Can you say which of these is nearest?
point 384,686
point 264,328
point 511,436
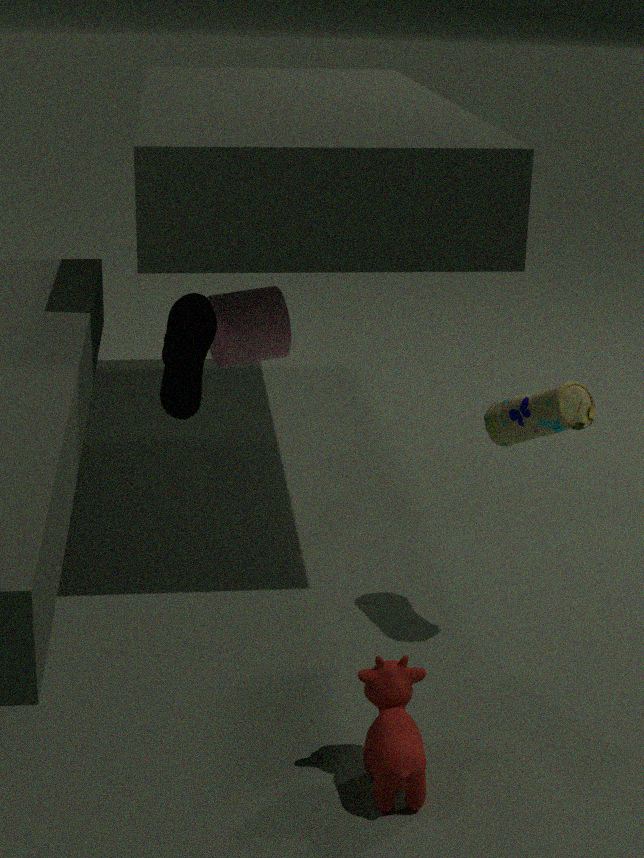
point 384,686
